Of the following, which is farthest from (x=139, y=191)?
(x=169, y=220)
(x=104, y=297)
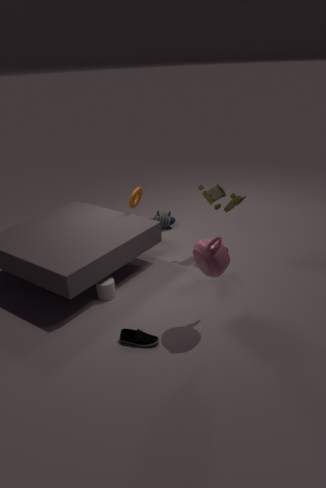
(x=104, y=297)
